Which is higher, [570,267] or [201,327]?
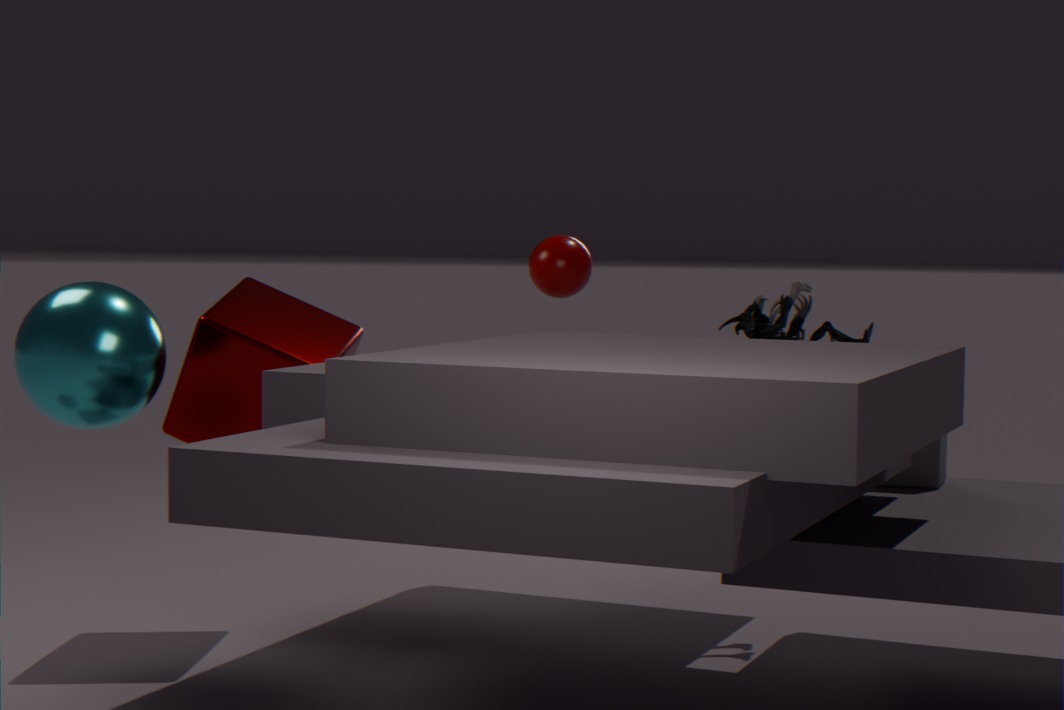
[570,267]
